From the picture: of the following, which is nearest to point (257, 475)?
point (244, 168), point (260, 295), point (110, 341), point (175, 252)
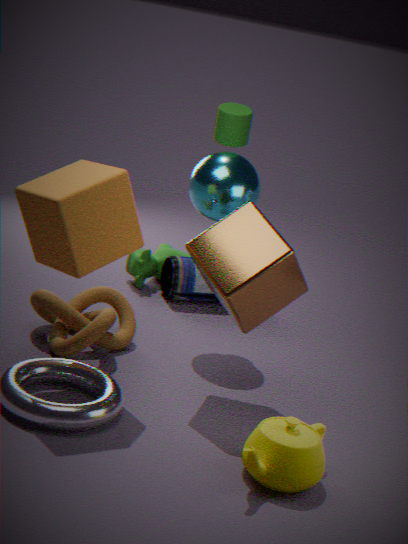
point (260, 295)
